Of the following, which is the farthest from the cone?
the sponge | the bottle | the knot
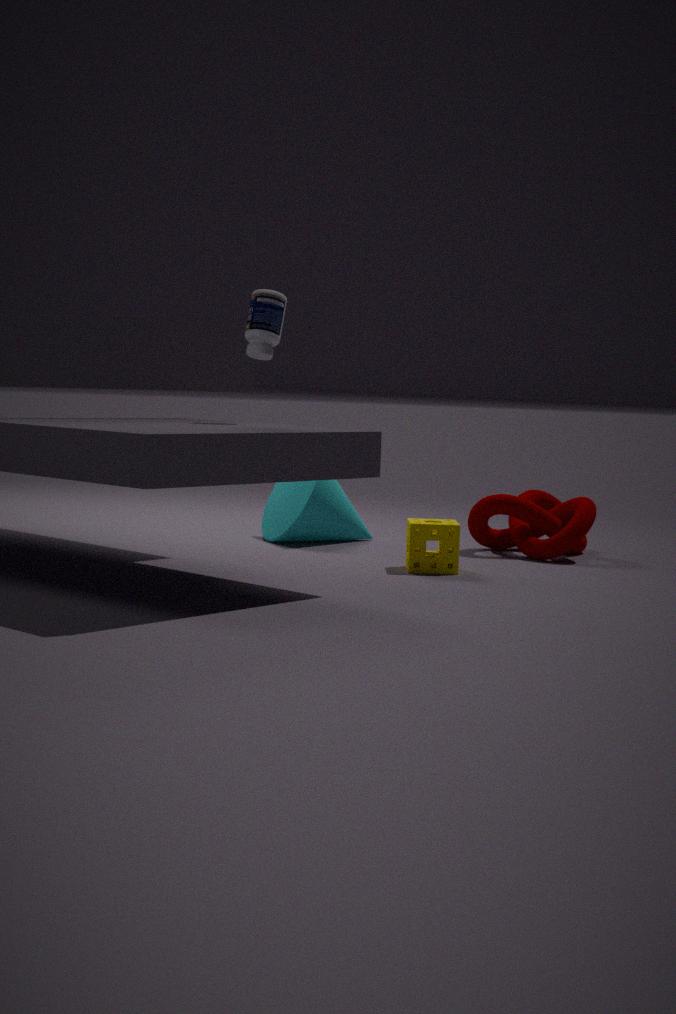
the bottle
